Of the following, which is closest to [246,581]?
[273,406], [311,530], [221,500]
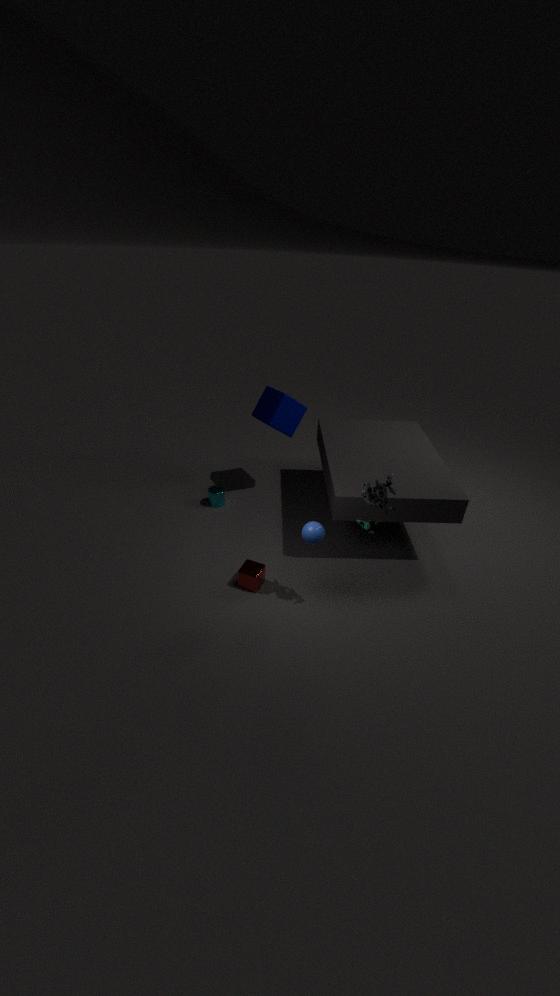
[311,530]
